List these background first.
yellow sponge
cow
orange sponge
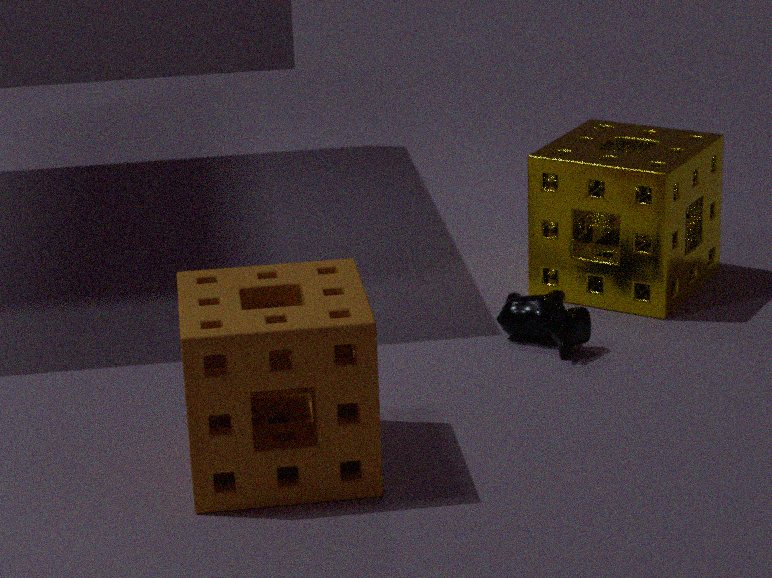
yellow sponge < cow < orange sponge
